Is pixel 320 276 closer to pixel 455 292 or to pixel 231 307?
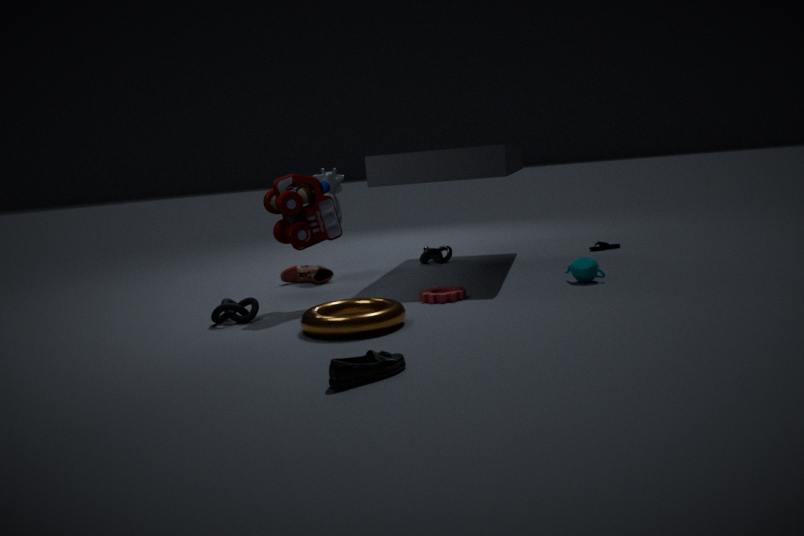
pixel 231 307
